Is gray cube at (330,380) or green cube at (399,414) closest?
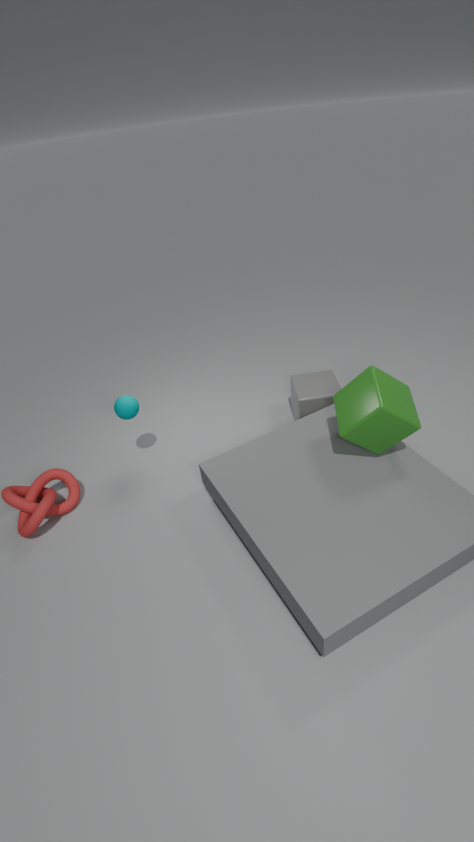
green cube at (399,414)
